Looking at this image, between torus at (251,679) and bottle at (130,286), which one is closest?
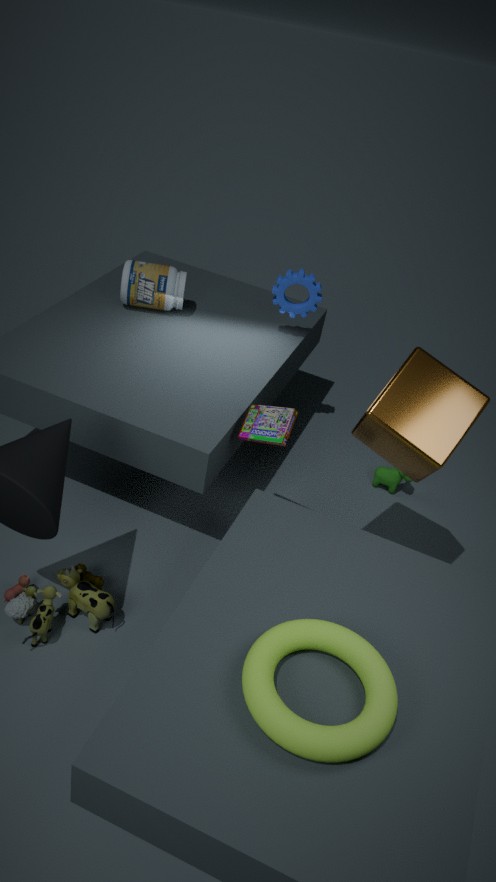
torus at (251,679)
